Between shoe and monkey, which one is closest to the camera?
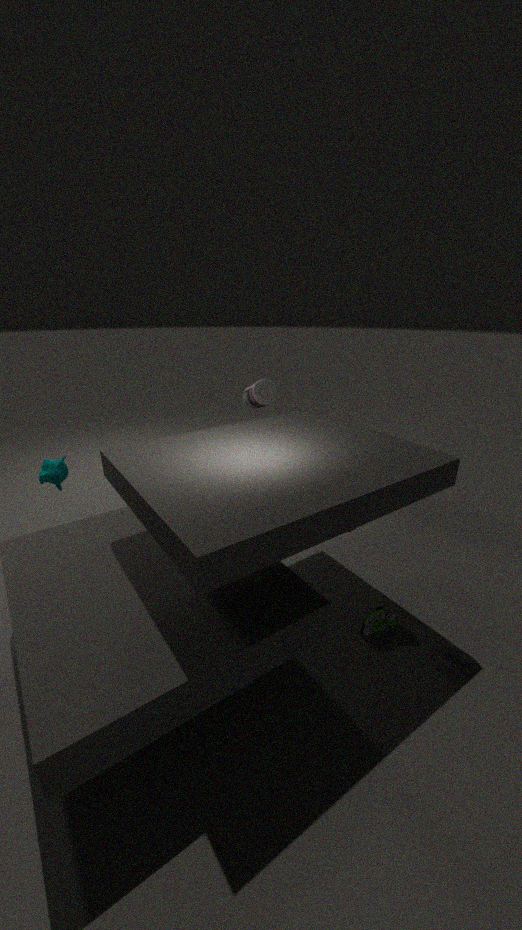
shoe
